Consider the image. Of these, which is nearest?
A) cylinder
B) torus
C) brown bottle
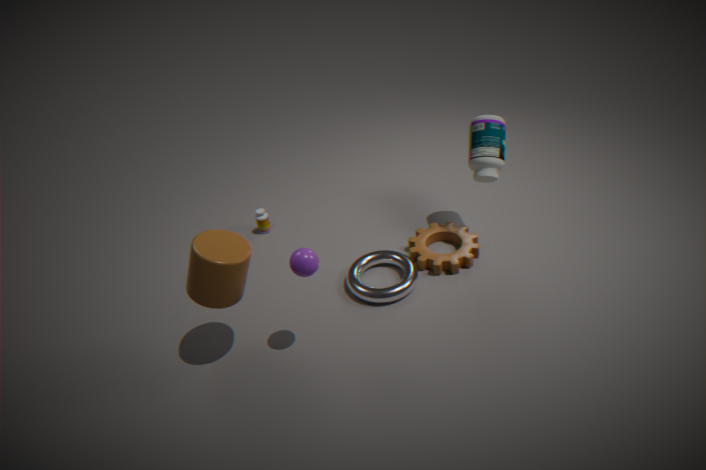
cylinder
